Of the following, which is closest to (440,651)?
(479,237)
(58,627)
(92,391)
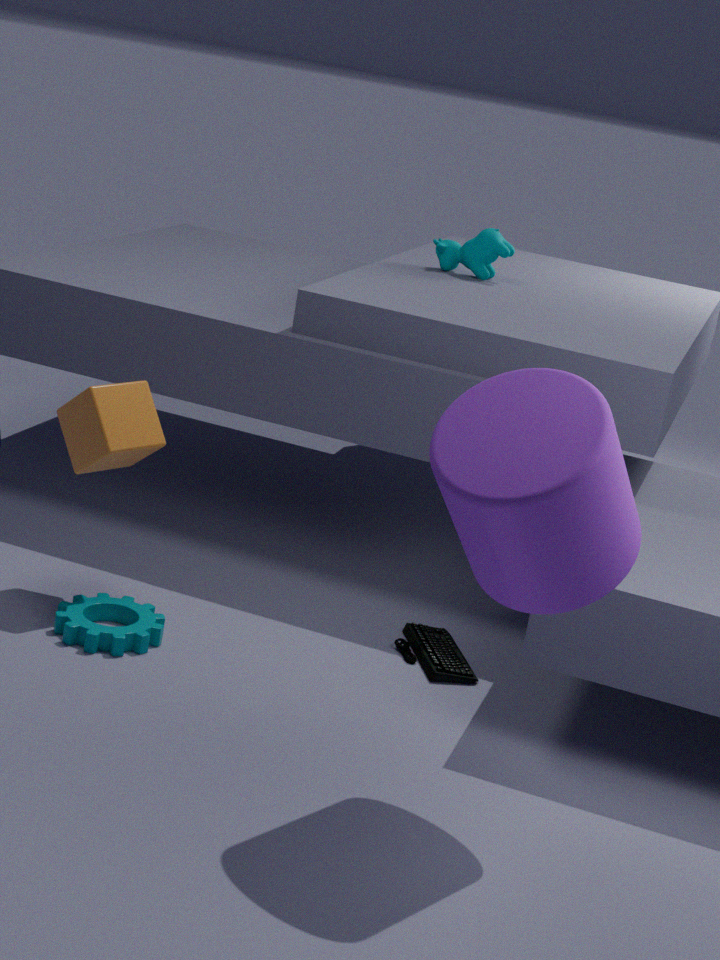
(58,627)
